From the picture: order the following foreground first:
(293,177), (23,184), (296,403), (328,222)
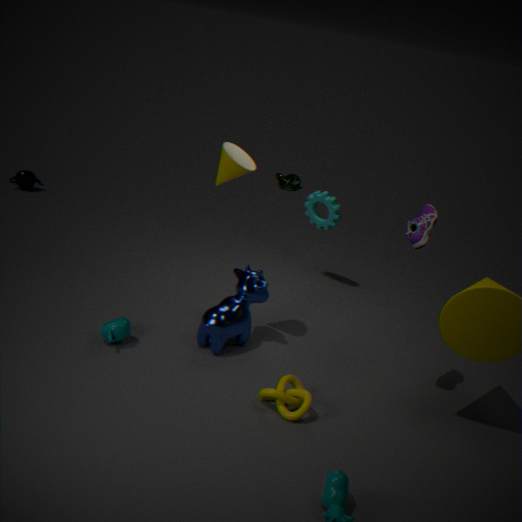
(296,403)
(328,222)
(23,184)
(293,177)
